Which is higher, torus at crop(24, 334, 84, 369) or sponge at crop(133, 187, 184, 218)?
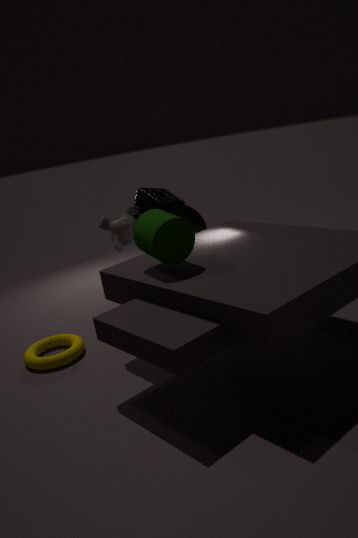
sponge at crop(133, 187, 184, 218)
